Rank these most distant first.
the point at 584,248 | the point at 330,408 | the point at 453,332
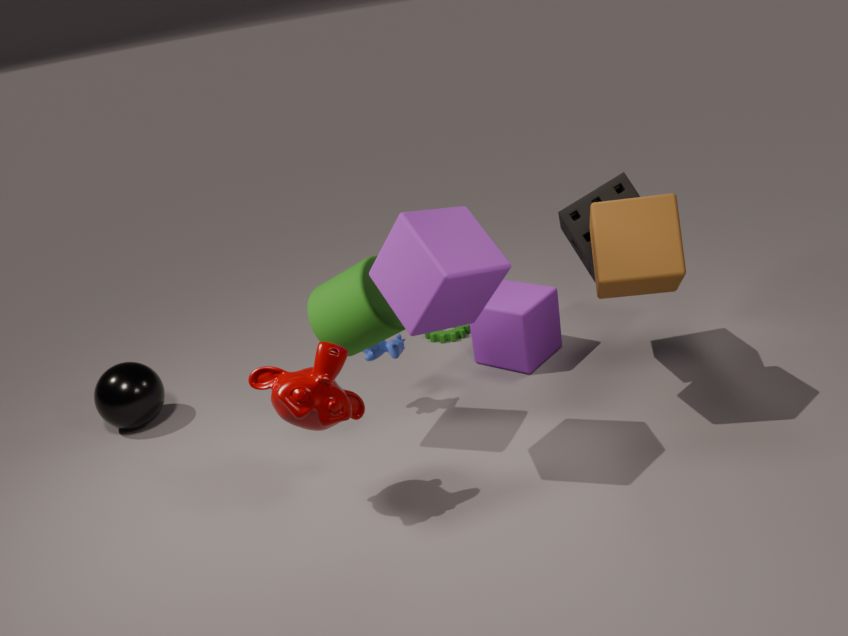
the point at 453,332 → the point at 584,248 → the point at 330,408
